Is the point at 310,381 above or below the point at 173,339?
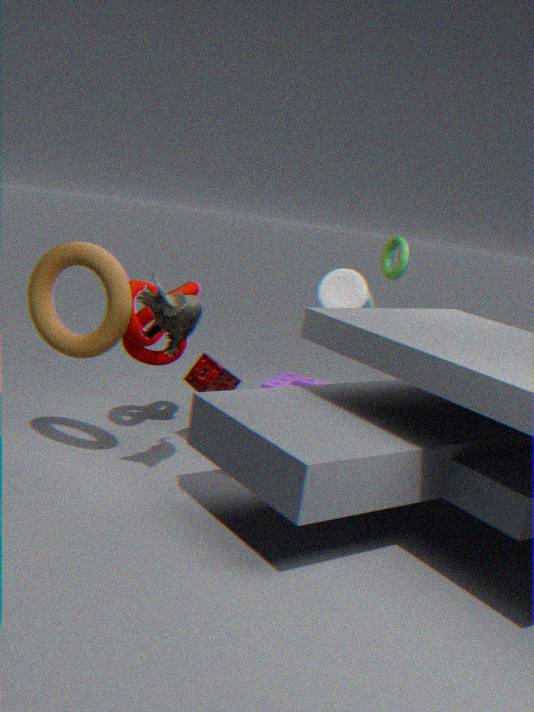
below
